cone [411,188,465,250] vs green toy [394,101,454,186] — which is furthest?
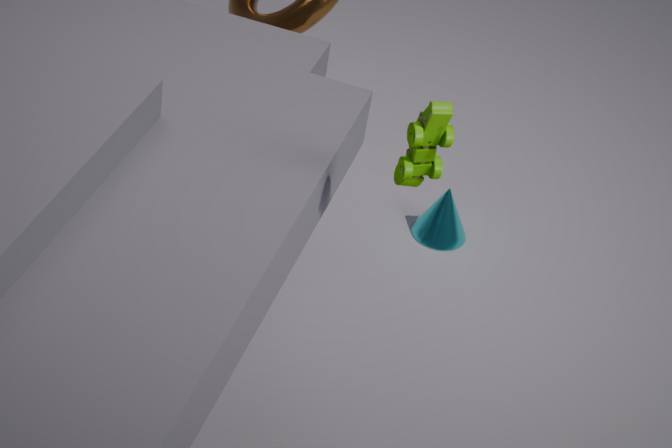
cone [411,188,465,250]
